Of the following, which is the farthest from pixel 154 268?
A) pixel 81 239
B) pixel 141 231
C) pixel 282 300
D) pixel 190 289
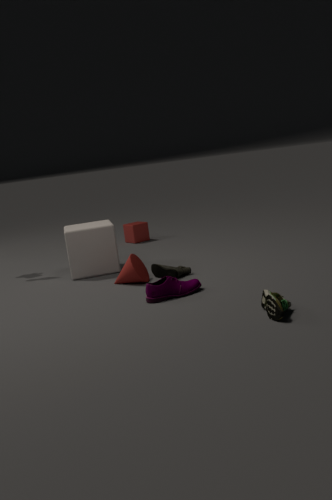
pixel 141 231
